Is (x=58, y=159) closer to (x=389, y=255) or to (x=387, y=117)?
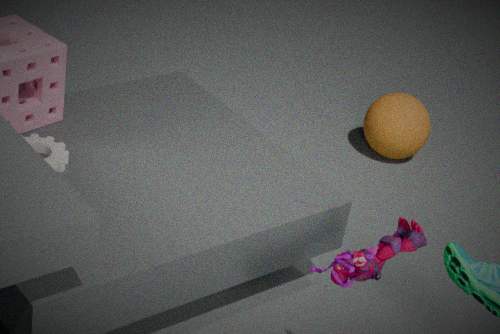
(x=389, y=255)
